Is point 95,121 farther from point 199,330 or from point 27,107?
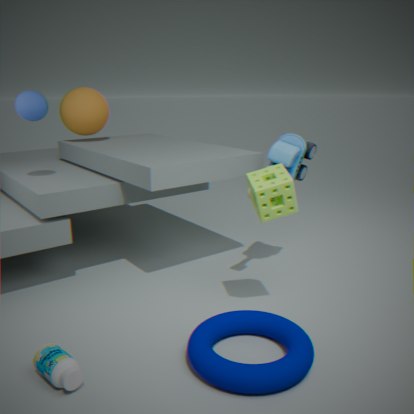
point 199,330
